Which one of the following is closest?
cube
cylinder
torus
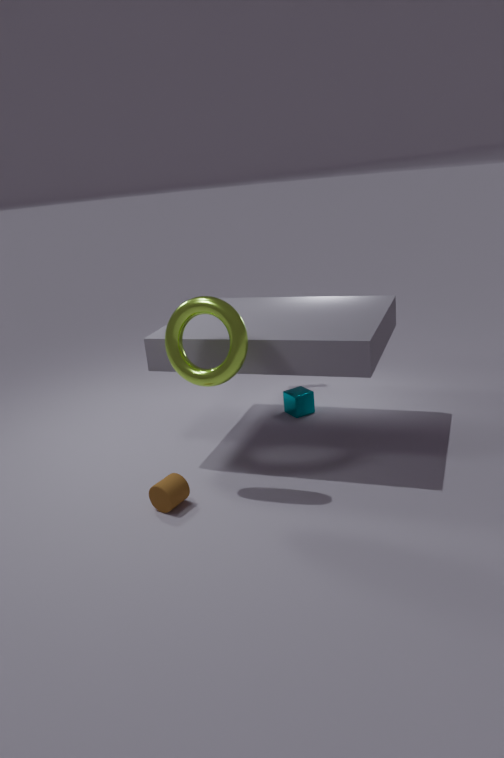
torus
